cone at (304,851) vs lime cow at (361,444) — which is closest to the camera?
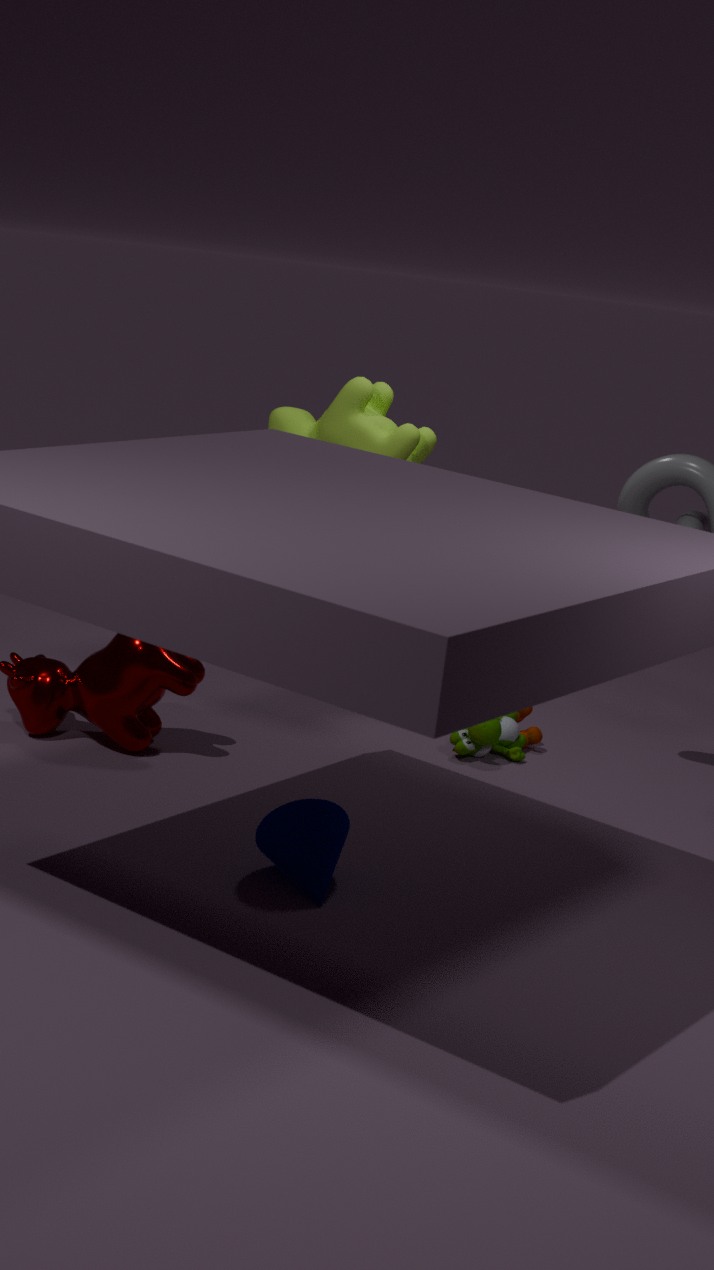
cone at (304,851)
